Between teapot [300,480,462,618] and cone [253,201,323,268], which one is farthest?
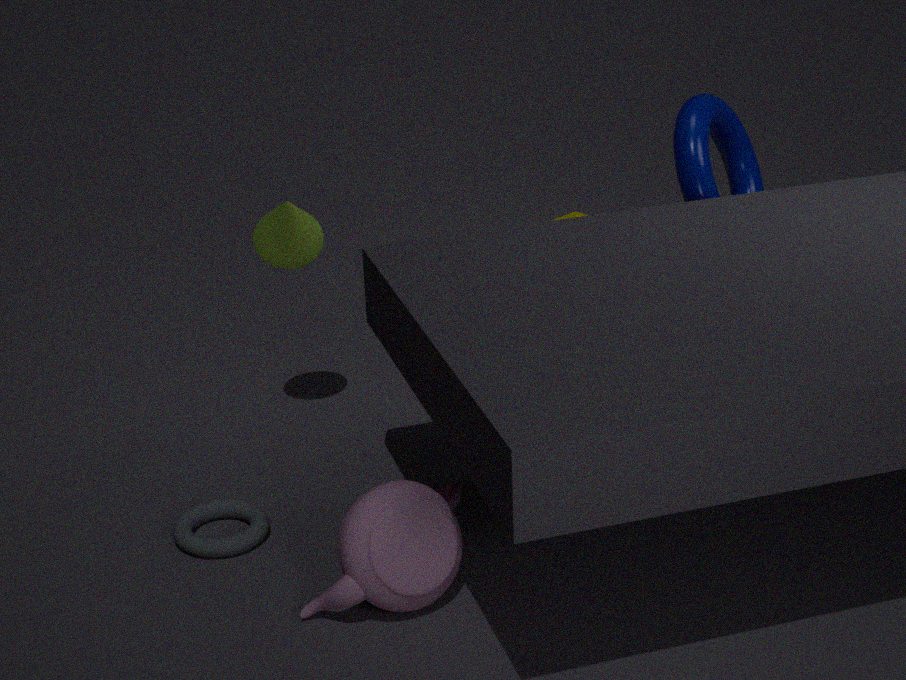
cone [253,201,323,268]
